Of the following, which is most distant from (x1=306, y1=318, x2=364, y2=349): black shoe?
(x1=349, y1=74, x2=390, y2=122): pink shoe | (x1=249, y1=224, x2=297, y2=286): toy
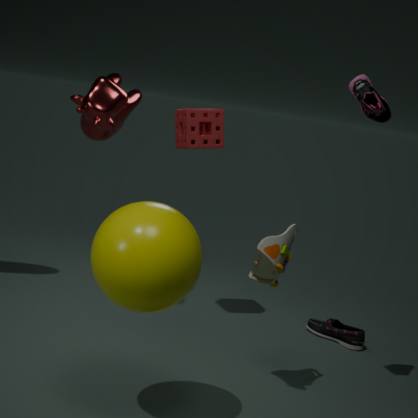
(x1=349, y1=74, x2=390, y2=122): pink shoe
